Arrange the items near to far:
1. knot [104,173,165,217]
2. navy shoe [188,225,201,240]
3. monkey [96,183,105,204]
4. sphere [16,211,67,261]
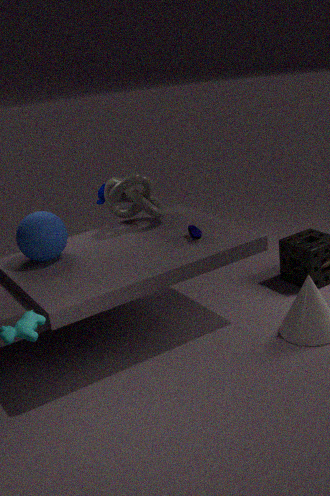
1. sphere [16,211,67,261]
2. navy shoe [188,225,201,240]
3. knot [104,173,165,217]
4. monkey [96,183,105,204]
